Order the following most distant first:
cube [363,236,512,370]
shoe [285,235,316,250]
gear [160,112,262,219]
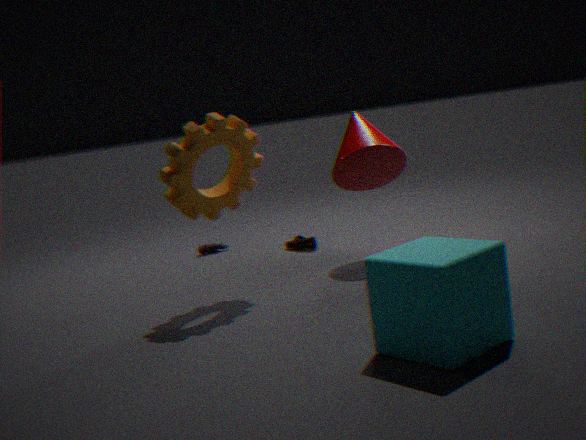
shoe [285,235,316,250] < gear [160,112,262,219] < cube [363,236,512,370]
